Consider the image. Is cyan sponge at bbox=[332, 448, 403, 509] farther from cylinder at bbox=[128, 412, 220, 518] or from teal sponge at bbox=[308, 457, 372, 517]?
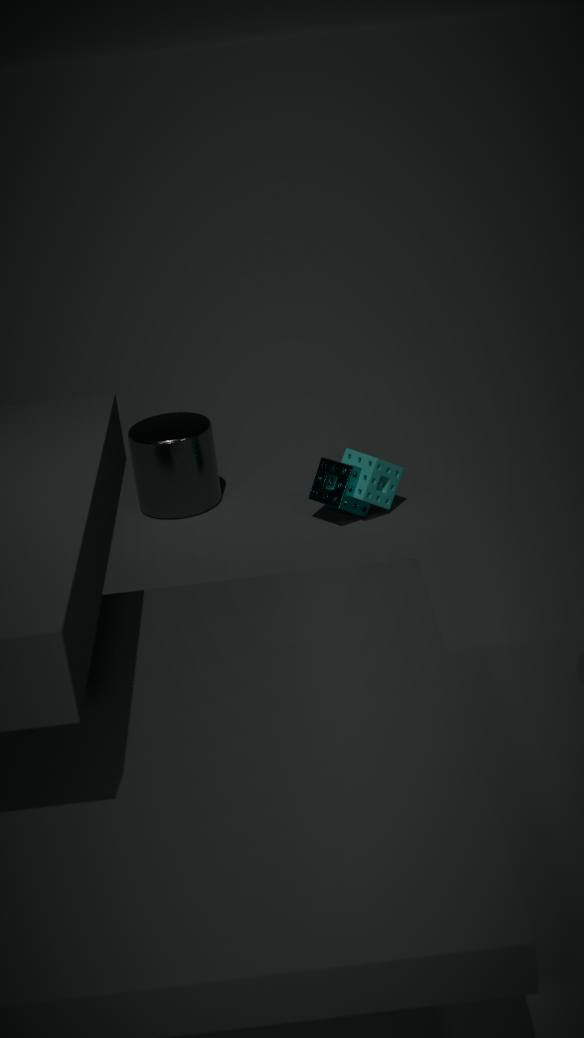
cylinder at bbox=[128, 412, 220, 518]
